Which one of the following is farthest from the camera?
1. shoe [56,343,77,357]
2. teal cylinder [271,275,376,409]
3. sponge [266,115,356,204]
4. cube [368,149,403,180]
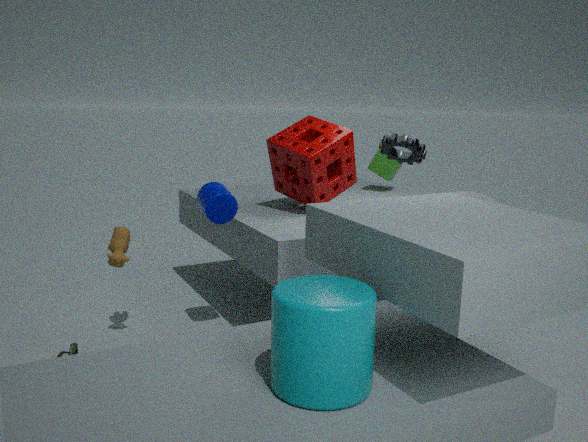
cube [368,149,403,180]
